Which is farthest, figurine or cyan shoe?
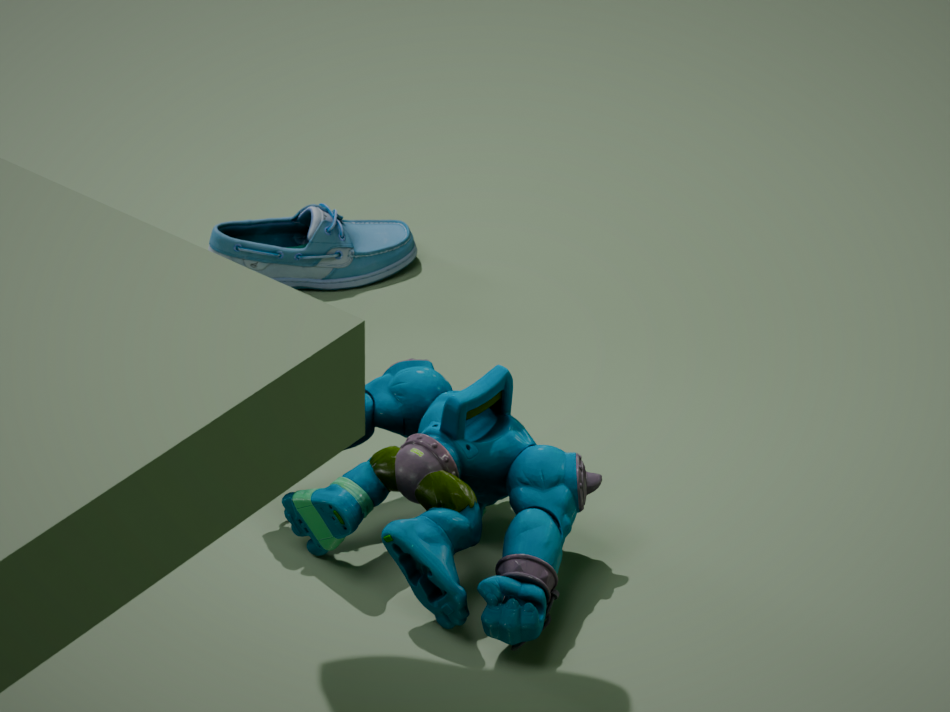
cyan shoe
